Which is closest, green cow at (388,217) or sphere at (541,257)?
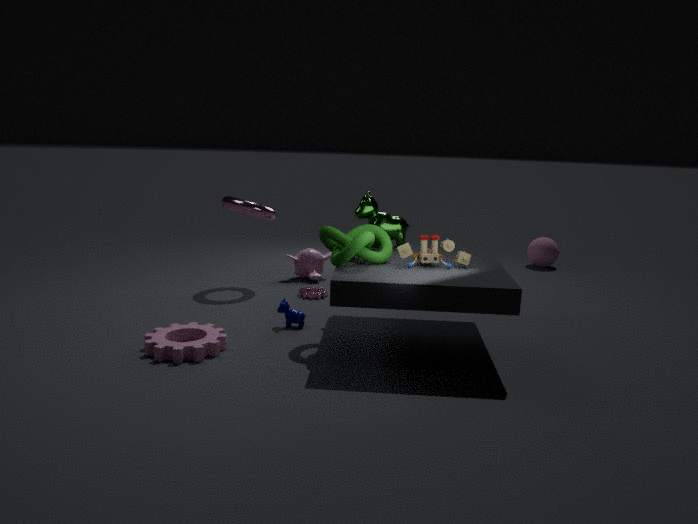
green cow at (388,217)
